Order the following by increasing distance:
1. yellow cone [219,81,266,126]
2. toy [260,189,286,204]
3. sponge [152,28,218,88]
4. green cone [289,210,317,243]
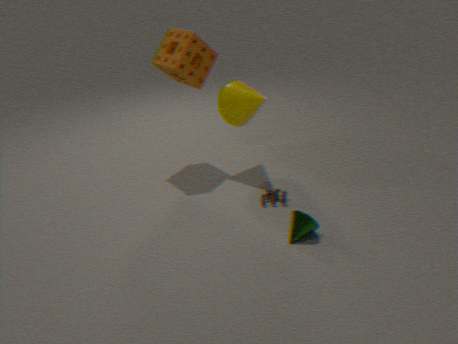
green cone [289,210,317,243] < toy [260,189,286,204] < sponge [152,28,218,88] < yellow cone [219,81,266,126]
